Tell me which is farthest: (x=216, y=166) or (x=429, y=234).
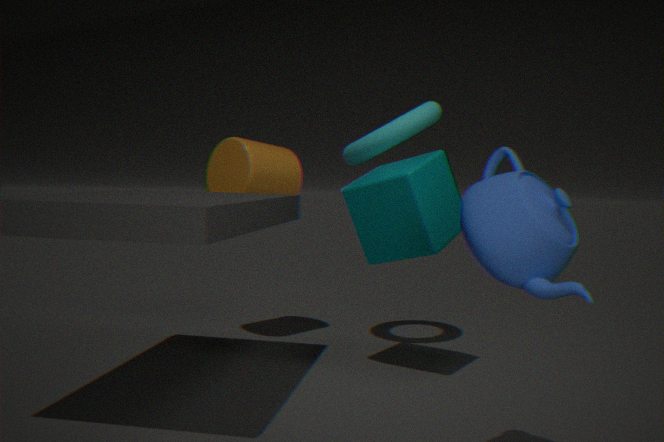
(x=216, y=166)
